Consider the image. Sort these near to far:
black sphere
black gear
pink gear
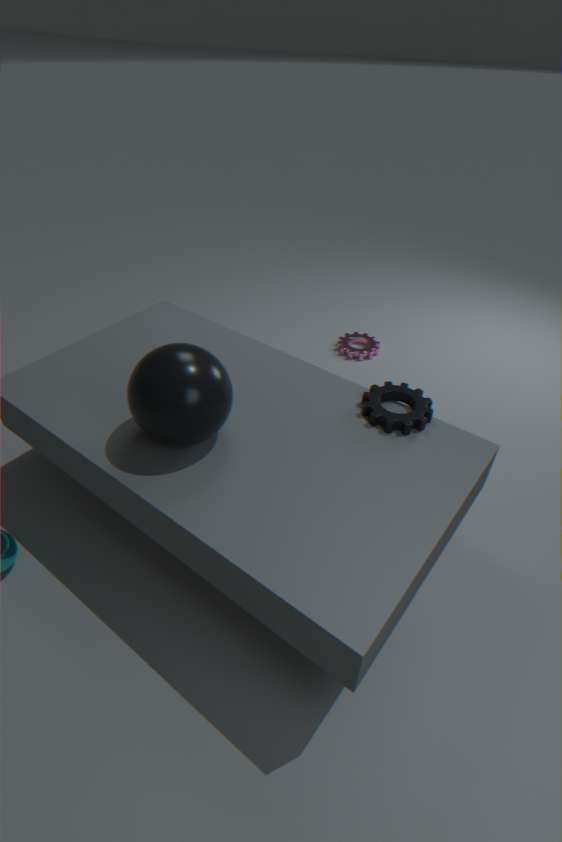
1. black sphere
2. black gear
3. pink gear
